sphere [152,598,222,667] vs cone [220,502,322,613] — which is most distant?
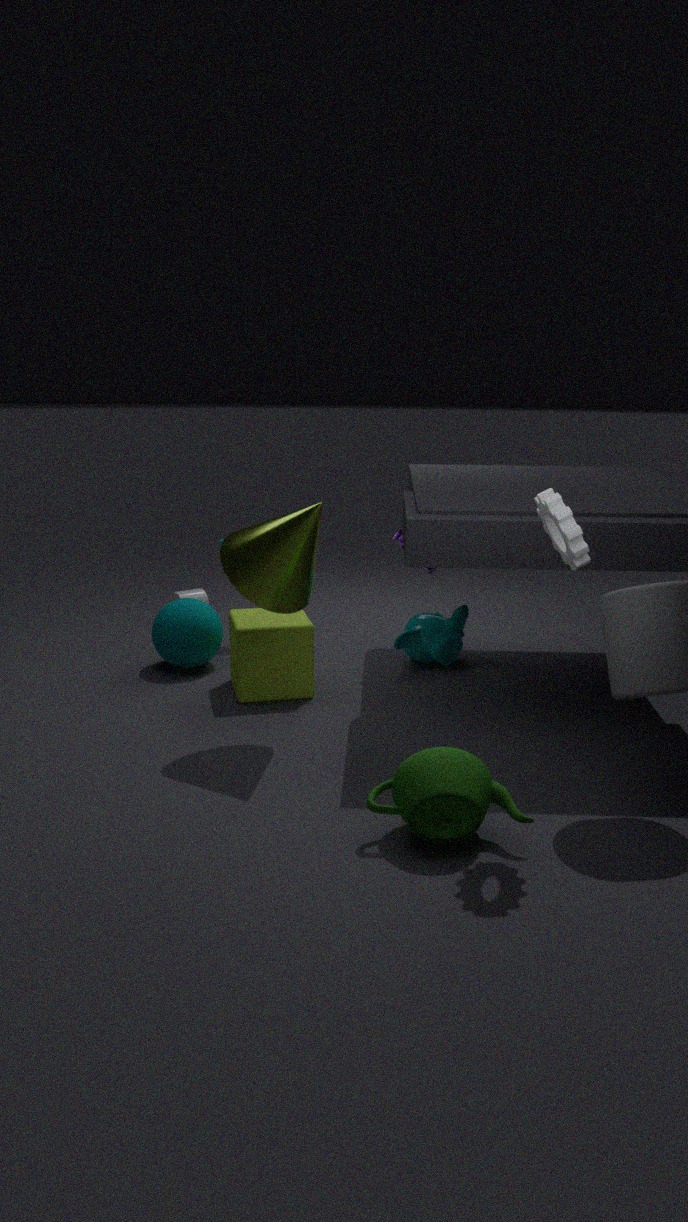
sphere [152,598,222,667]
